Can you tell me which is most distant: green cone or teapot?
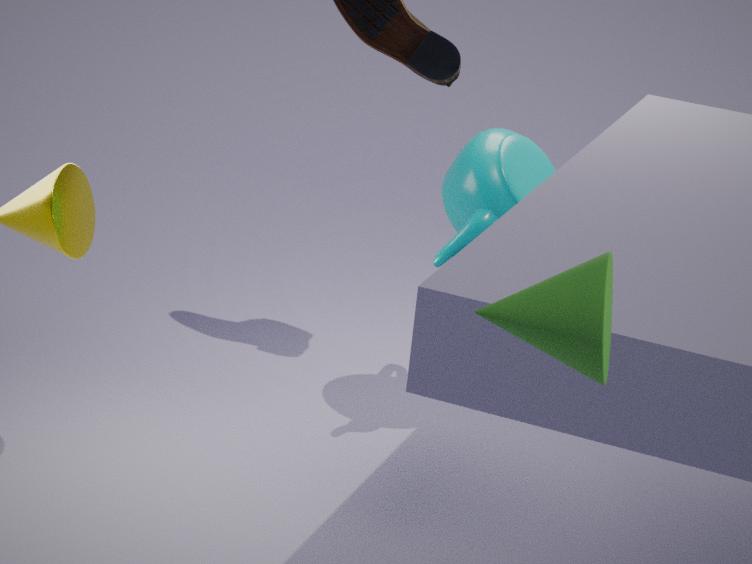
teapot
